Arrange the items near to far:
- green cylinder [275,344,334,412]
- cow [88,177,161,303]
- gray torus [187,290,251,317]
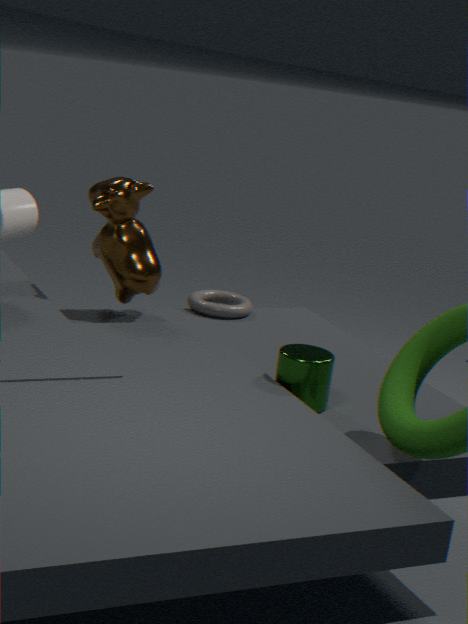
green cylinder [275,344,334,412] < cow [88,177,161,303] < gray torus [187,290,251,317]
